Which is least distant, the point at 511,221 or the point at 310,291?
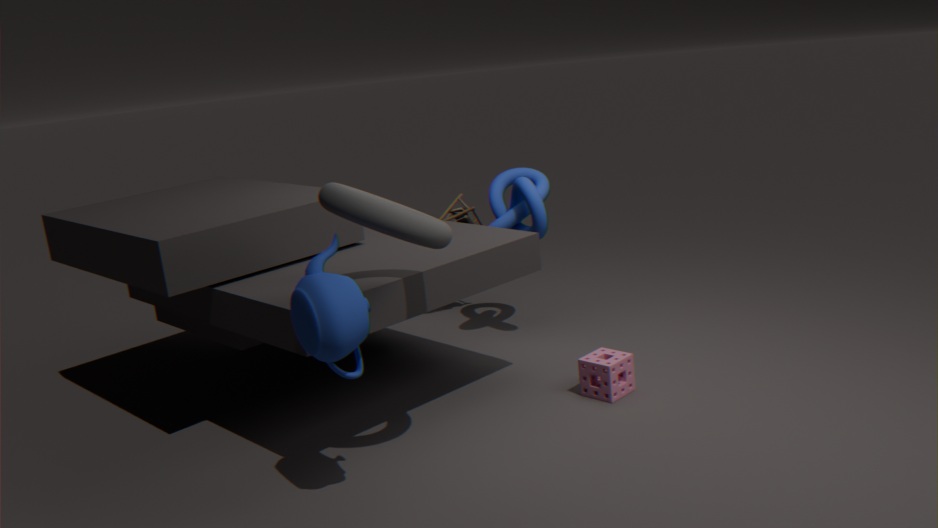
the point at 310,291
